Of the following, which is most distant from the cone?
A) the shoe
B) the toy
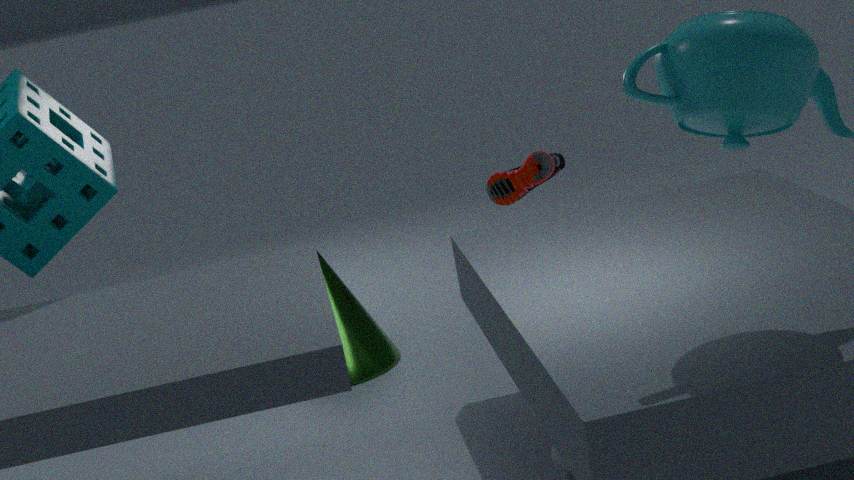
the toy
